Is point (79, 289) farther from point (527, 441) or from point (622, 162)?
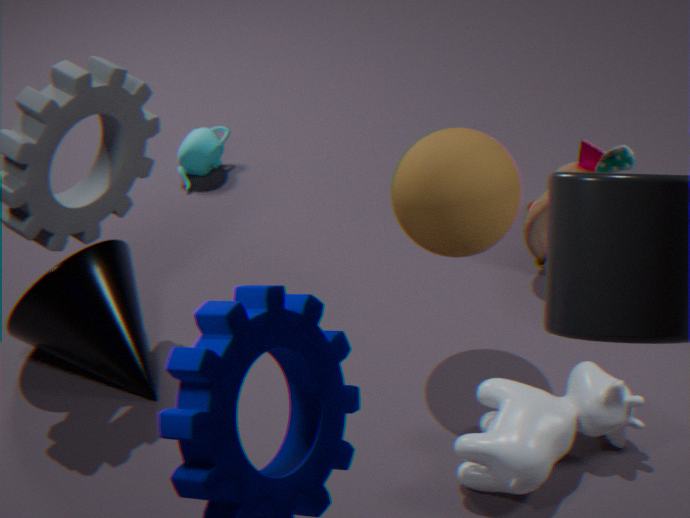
point (622, 162)
